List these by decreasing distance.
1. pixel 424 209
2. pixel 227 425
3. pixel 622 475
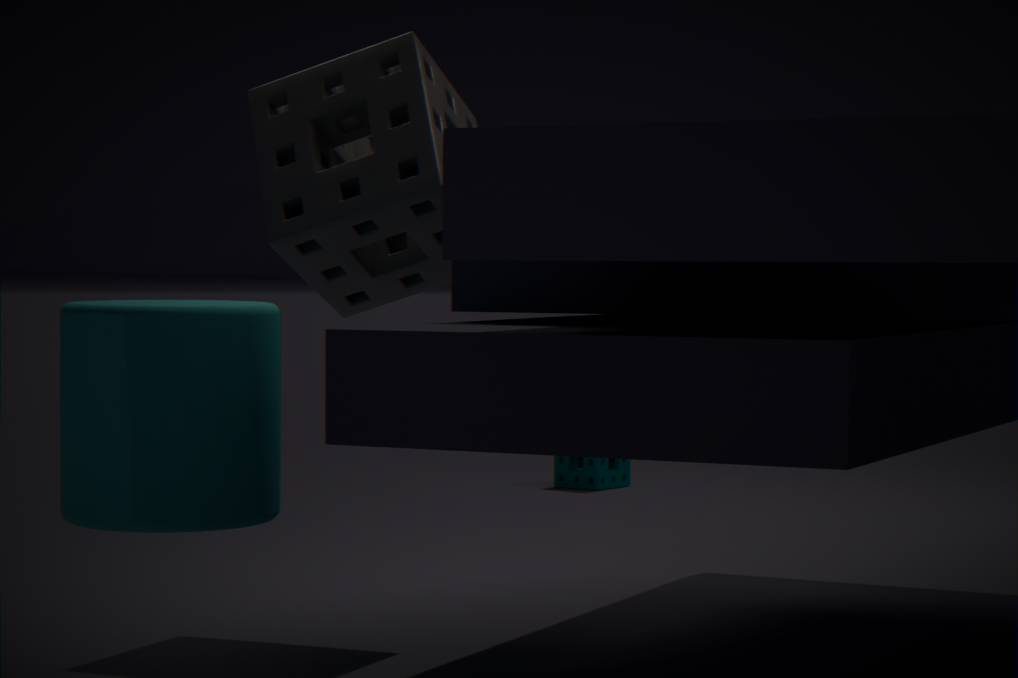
pixel 622 475 → pixel 424 209 → pixel 227 425
